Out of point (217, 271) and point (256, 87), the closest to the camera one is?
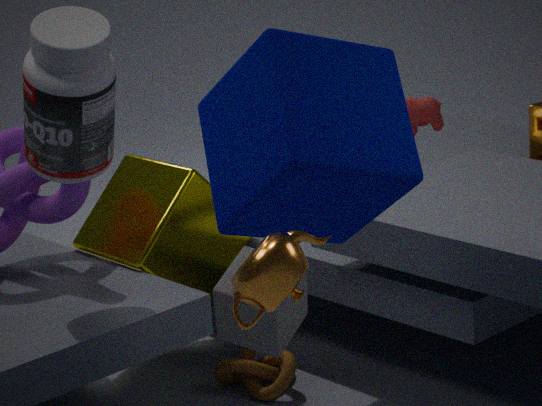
point (256, 87)
